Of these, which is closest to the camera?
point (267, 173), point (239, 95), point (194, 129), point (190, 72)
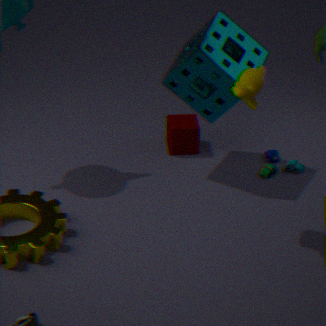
point (239, 95)
